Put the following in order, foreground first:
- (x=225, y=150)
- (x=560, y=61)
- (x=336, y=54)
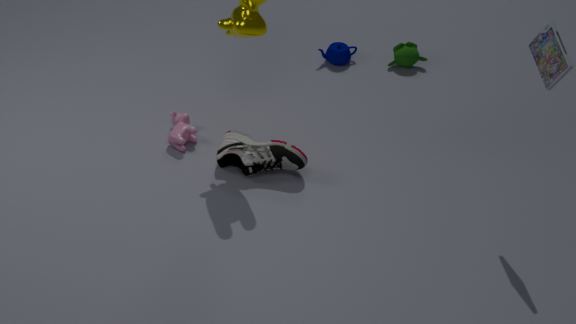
1. (x=560, y=61)
2. (x=225, y=150)
3. (x=336, y=54)
